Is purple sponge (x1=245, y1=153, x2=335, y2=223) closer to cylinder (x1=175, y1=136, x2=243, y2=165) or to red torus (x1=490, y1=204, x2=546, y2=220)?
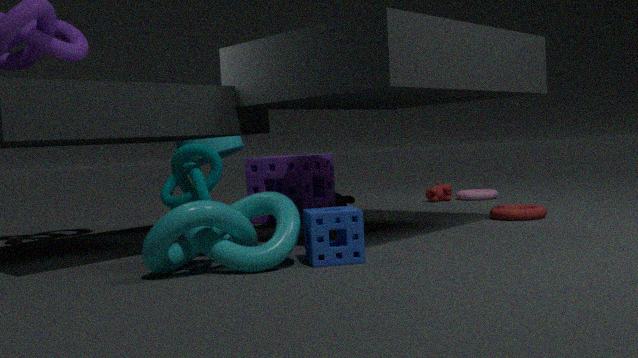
cylinder (x1=175, y1=136, x2=243, y2=165)
